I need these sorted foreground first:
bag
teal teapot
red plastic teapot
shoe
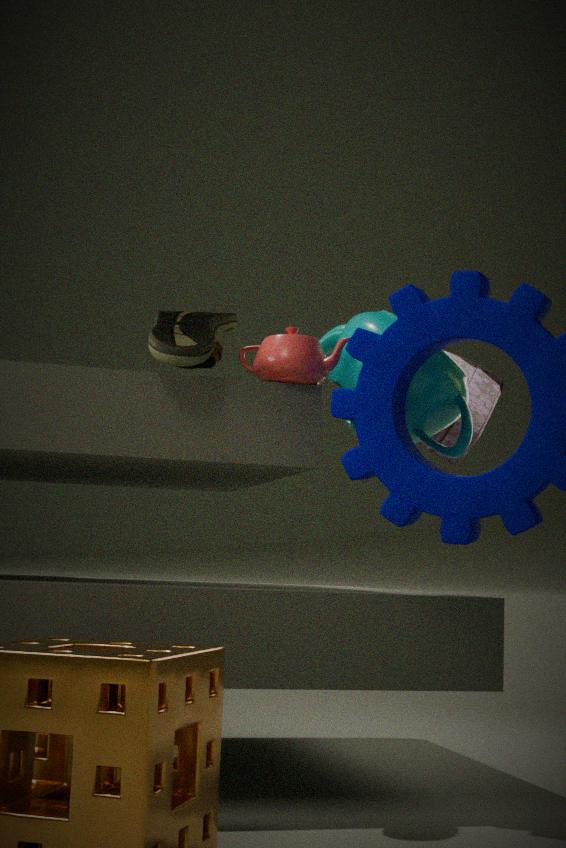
shoe → red plastic teapot → teal teapot → bag
